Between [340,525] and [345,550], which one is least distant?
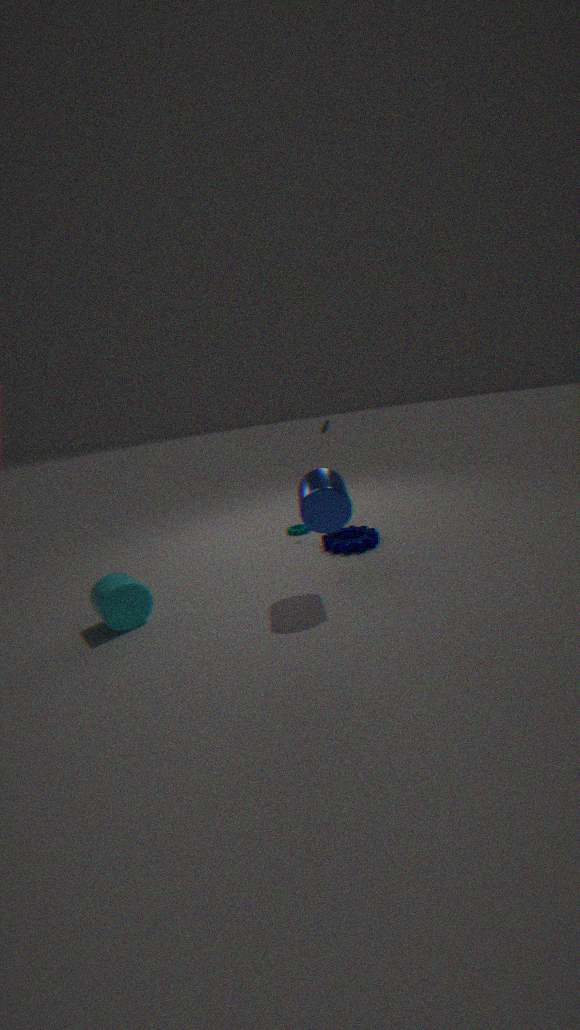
[340,525]
